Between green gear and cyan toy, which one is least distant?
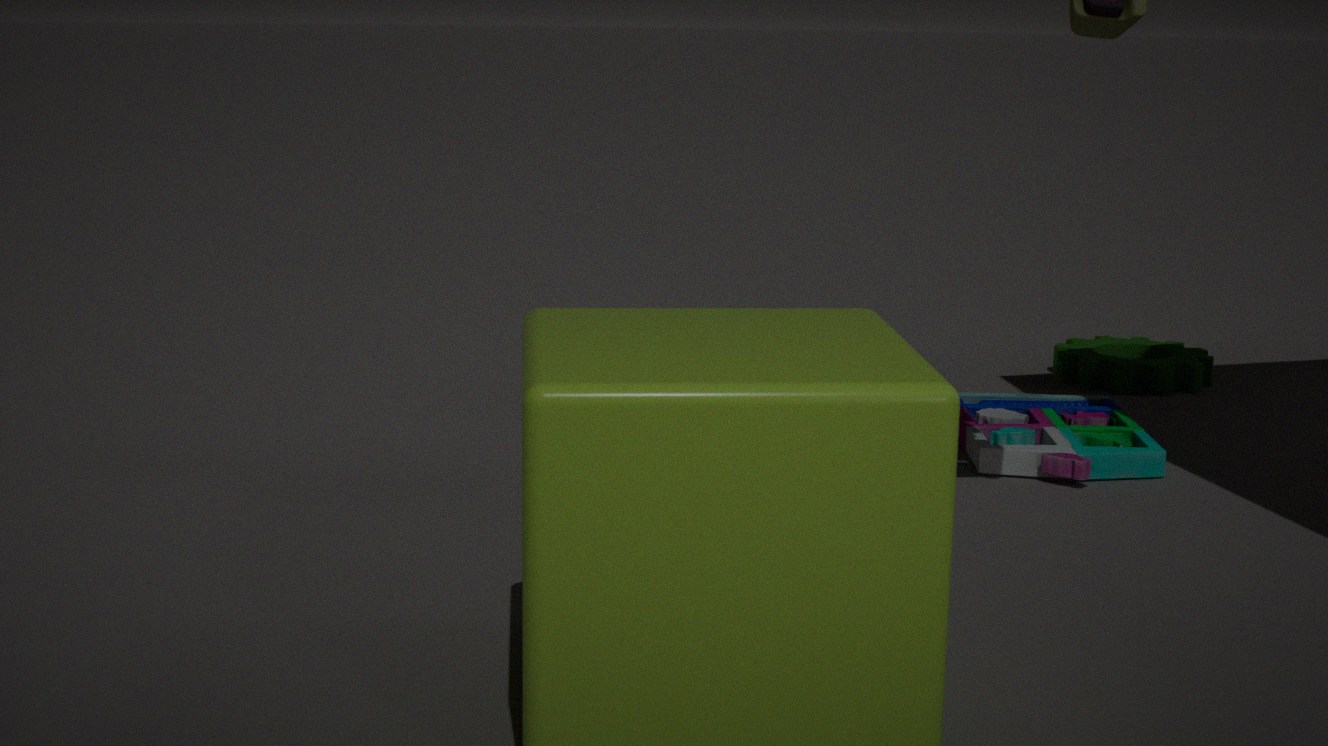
cyan toy
